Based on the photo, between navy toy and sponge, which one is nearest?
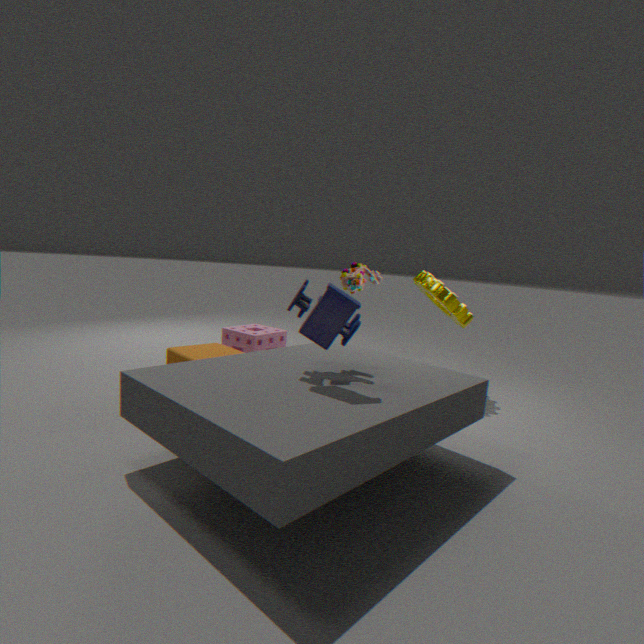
navy toy
